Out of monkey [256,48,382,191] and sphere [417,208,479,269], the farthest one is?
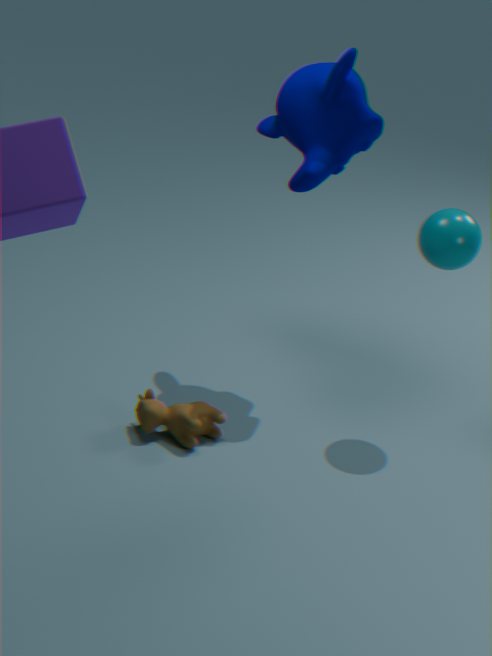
monkey [256,48,382,191]
